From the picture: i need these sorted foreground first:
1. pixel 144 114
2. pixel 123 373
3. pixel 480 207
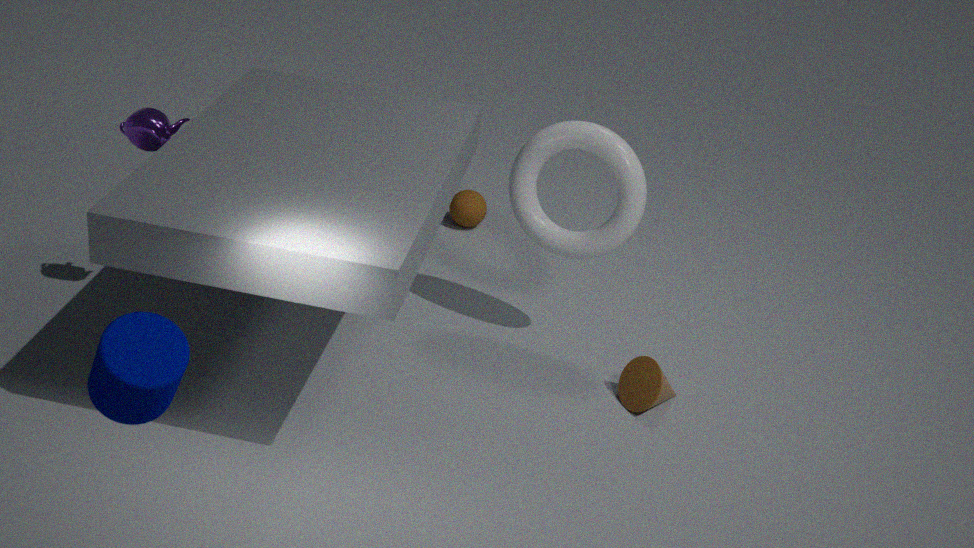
pixel 123 373 < pixel 144 114 < pixel 480 207
